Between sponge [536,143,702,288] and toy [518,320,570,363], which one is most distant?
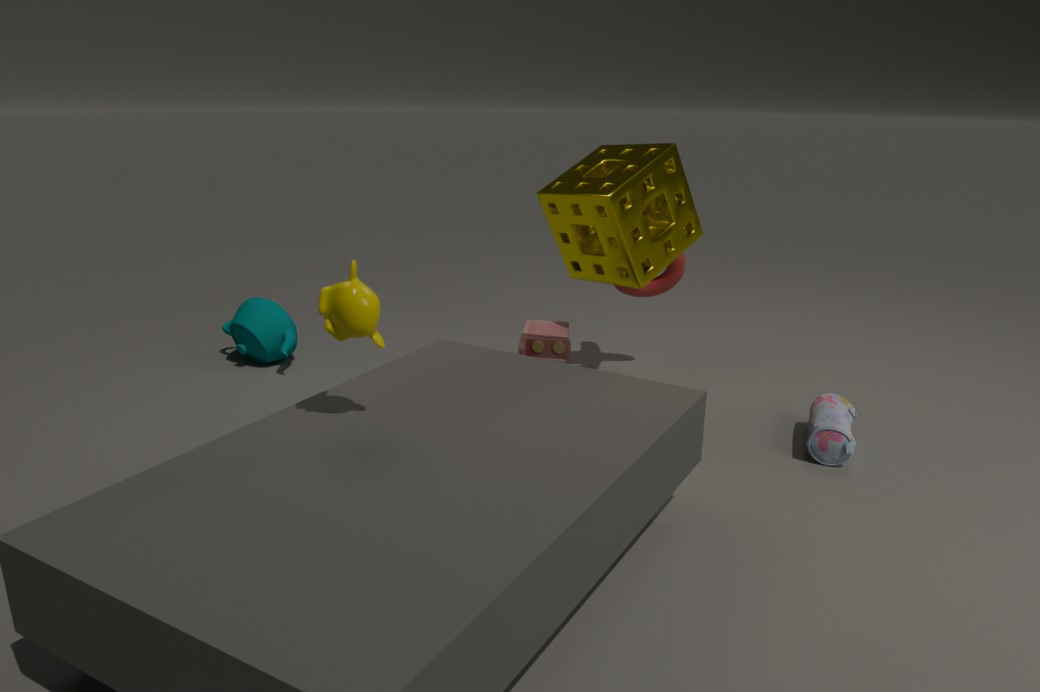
toy [518,320,570,363]
